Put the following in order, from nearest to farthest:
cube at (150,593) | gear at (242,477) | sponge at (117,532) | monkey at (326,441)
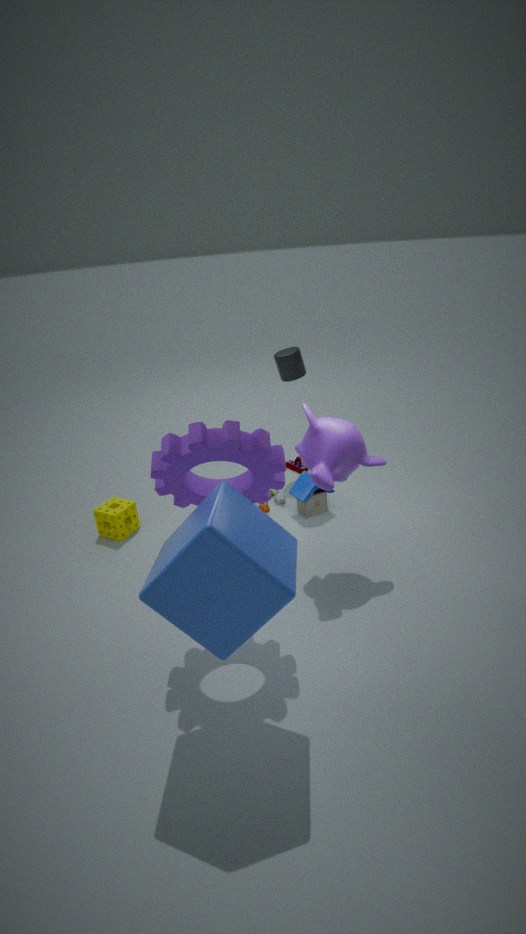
1. cube at (150,593)
2. gear at (242,477)
3. monkey at (326,441)
4. sponge at (117,532)
